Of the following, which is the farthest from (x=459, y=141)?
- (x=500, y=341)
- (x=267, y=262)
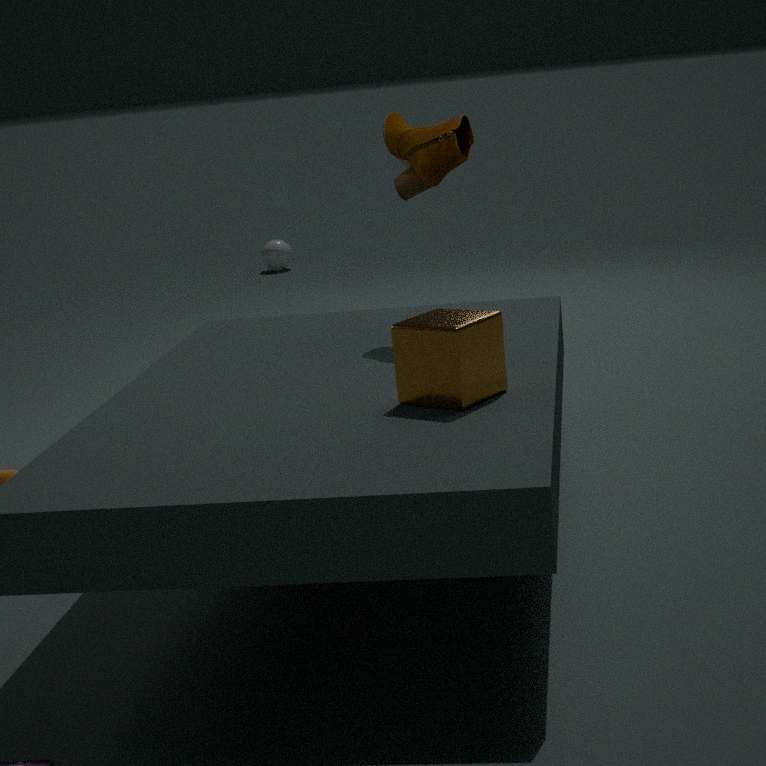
(x=267, y=262)
